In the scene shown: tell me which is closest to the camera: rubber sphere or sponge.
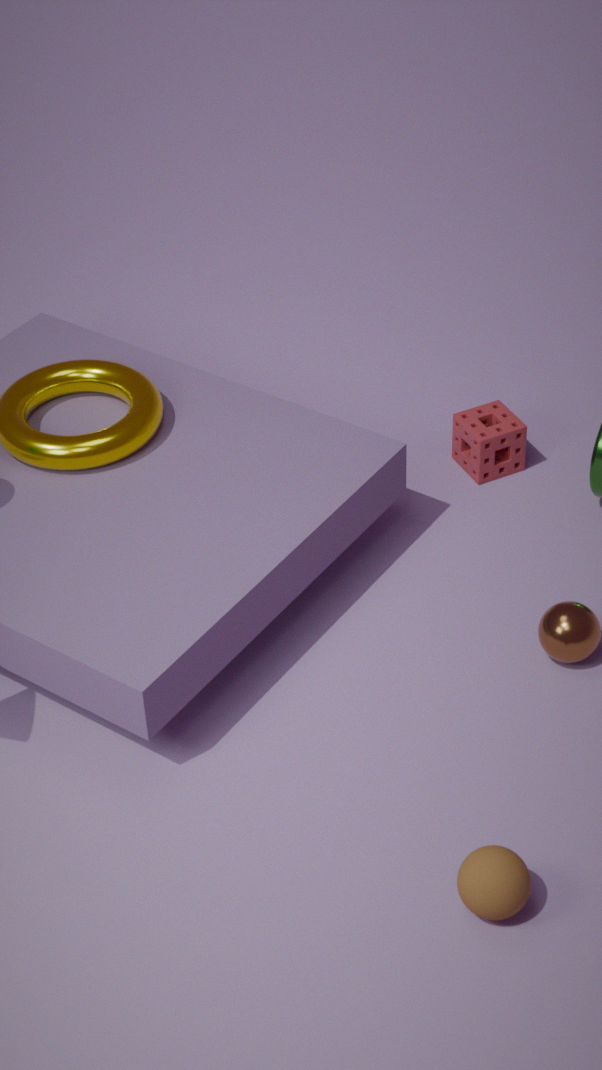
rubber sphere
